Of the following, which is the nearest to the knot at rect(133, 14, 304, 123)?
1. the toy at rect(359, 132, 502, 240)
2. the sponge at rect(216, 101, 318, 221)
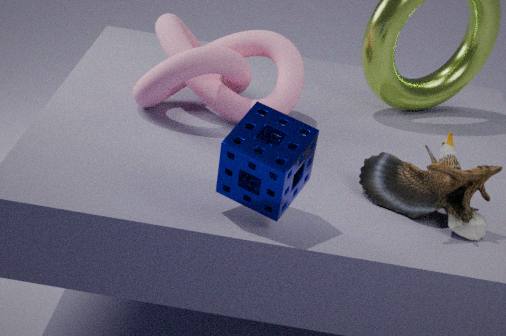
the toy at rect(359, 132, 502, 240)
